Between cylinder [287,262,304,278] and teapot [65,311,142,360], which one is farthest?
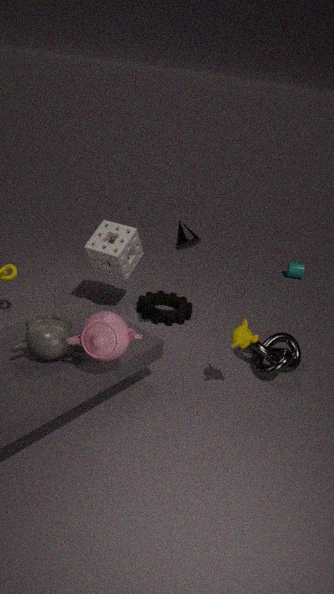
cylinder [287,262,304,278]
